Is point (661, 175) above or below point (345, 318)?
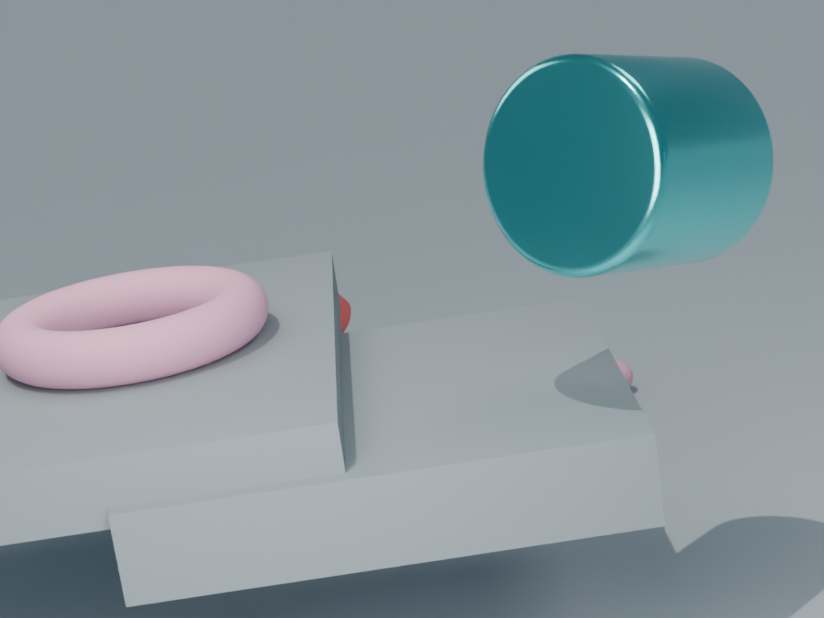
above
